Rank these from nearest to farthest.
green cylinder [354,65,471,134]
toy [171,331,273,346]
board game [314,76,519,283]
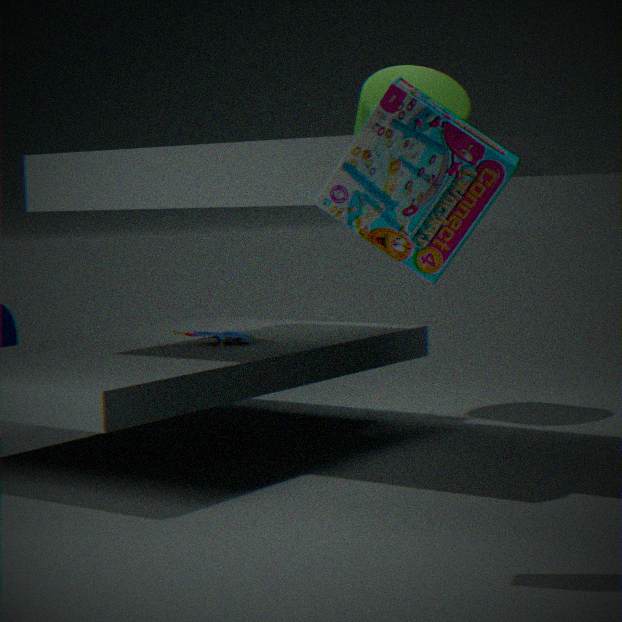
board game [314,76,519,283] < toy [171,331,273,346] < green cylinder [354,65,471,134]
